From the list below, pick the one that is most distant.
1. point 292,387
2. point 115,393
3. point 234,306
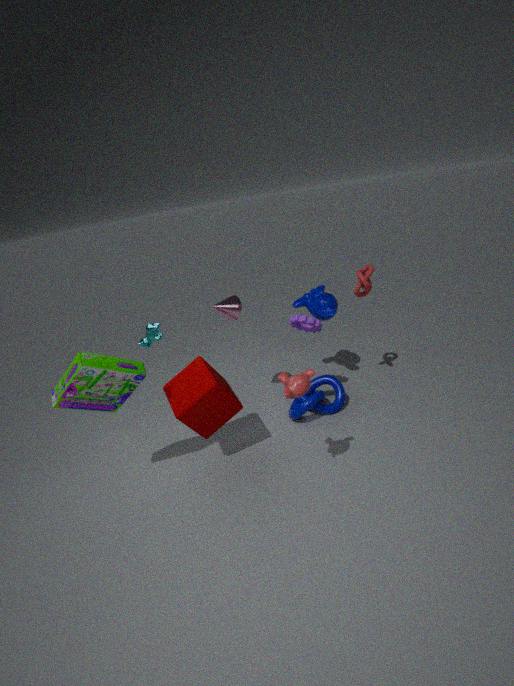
point 234,306
